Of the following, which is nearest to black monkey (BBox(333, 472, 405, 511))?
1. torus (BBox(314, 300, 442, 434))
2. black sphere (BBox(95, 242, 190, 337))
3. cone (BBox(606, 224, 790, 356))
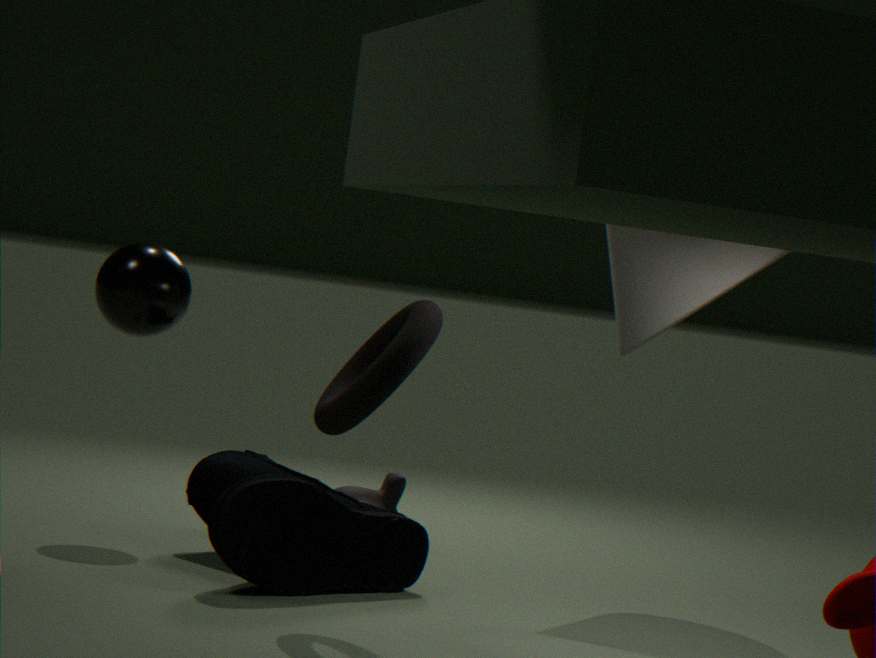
black sphere (BBox(95, 242, 190, 337))
